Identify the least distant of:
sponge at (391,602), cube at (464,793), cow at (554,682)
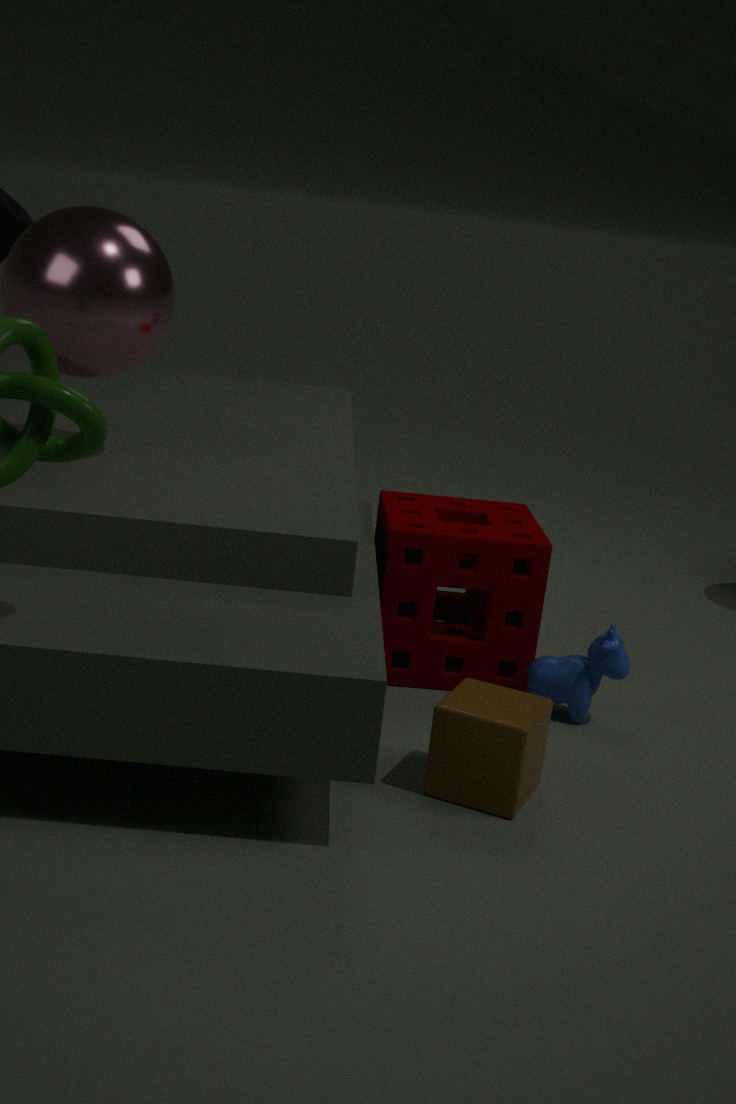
cube at (464,793)
